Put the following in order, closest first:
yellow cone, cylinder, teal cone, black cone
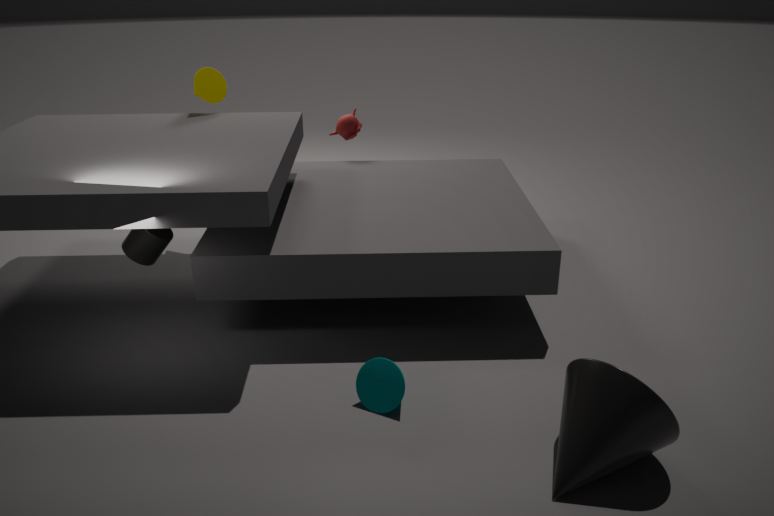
Result: black cone
teal cone
cylinder
yellow cone
